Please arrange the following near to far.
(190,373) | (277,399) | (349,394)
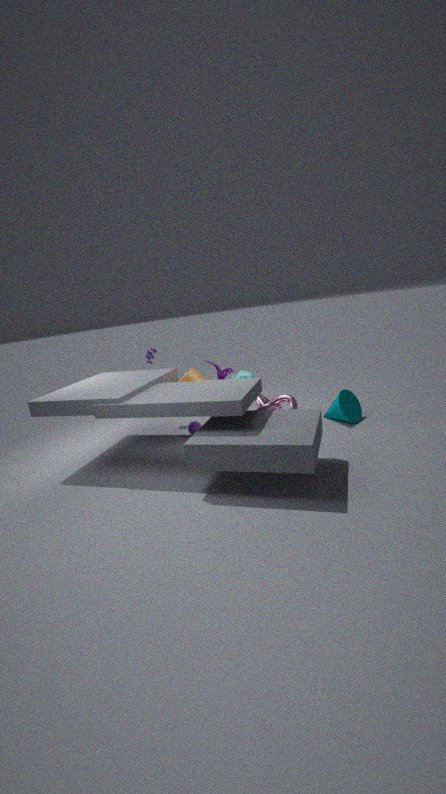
(277,399) → (190,373) → (349,394)
